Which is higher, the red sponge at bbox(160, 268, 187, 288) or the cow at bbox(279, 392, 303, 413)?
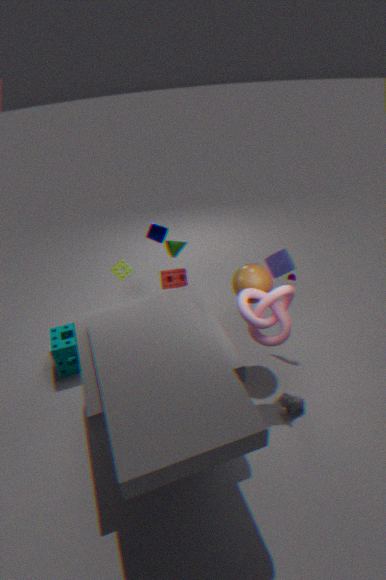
the red sponge at bbox(160, 268, 187, 288)
